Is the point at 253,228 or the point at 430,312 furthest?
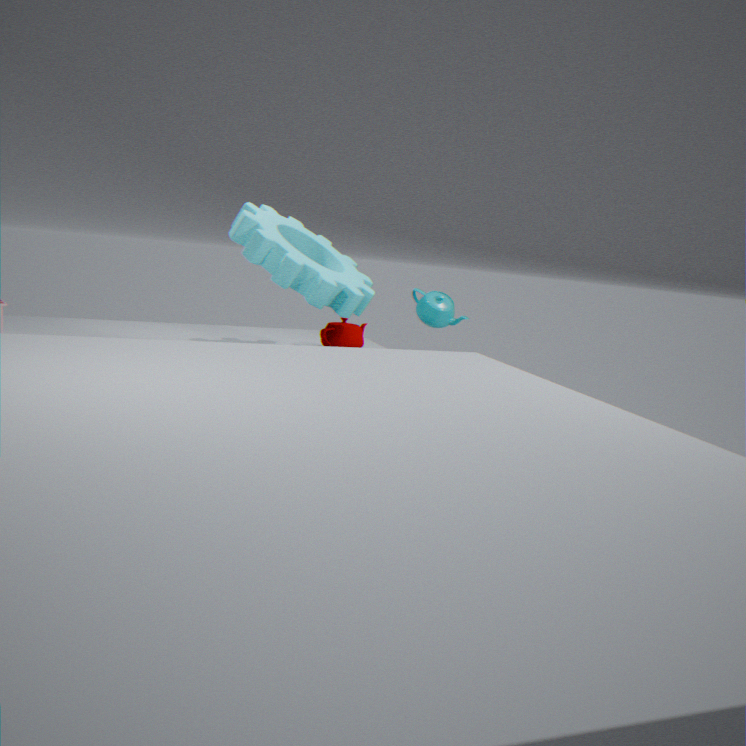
the point at 430,312
